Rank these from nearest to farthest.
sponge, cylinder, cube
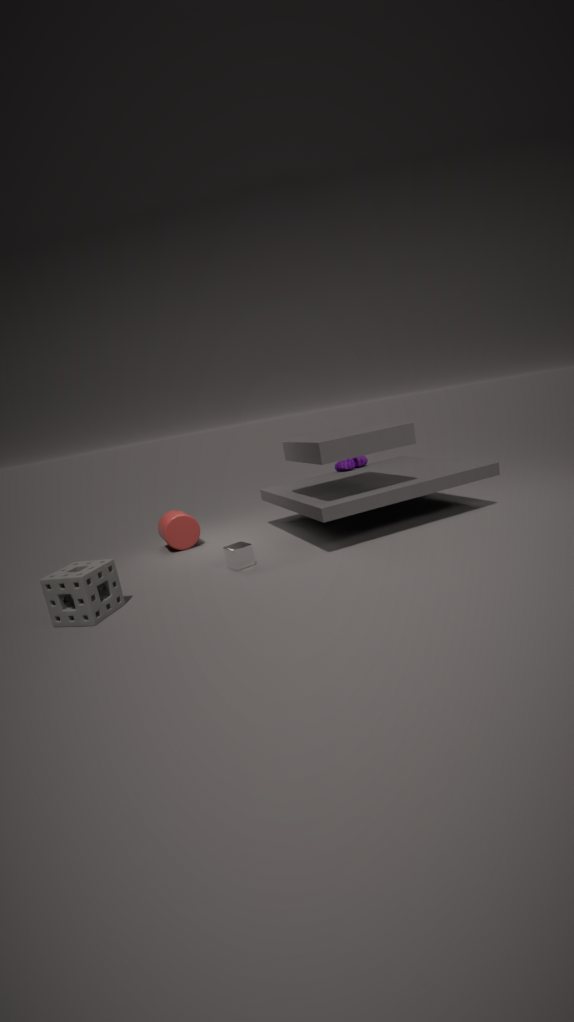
sponge < cube < cylinder
